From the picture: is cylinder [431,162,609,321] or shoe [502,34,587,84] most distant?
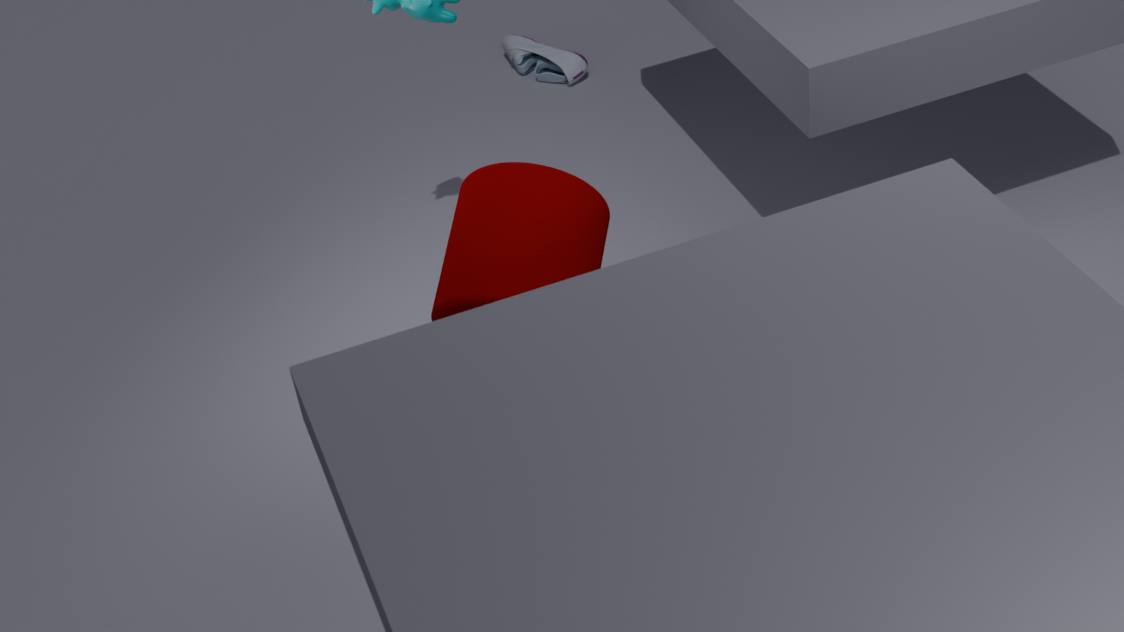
shoe [502,34,587,84]
